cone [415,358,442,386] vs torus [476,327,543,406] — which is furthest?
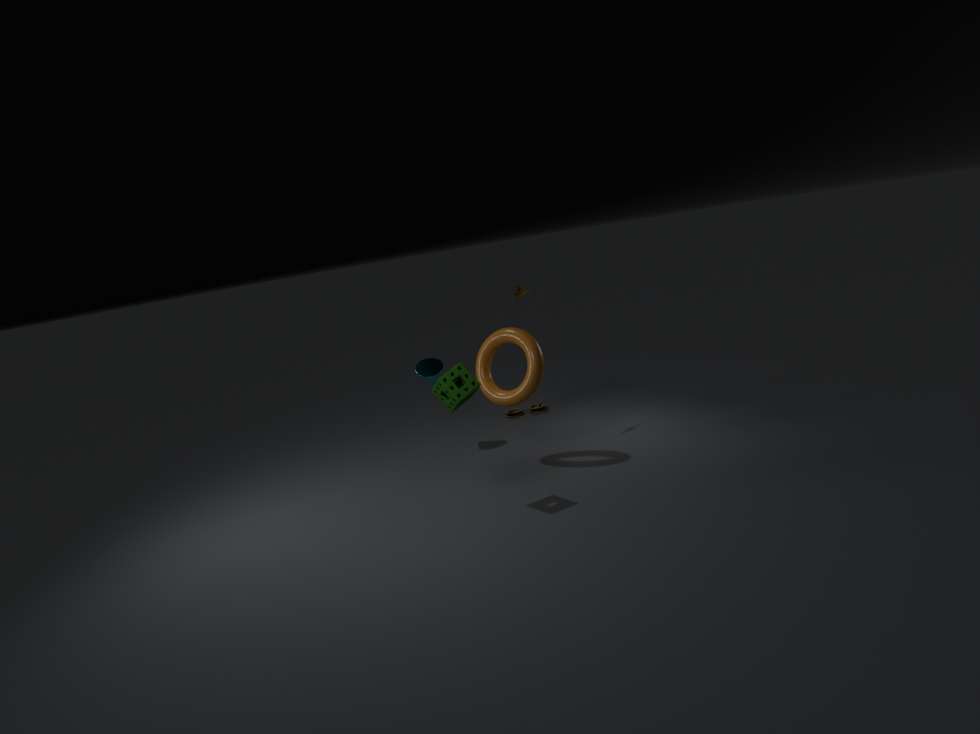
cone [415,358,442,386]
